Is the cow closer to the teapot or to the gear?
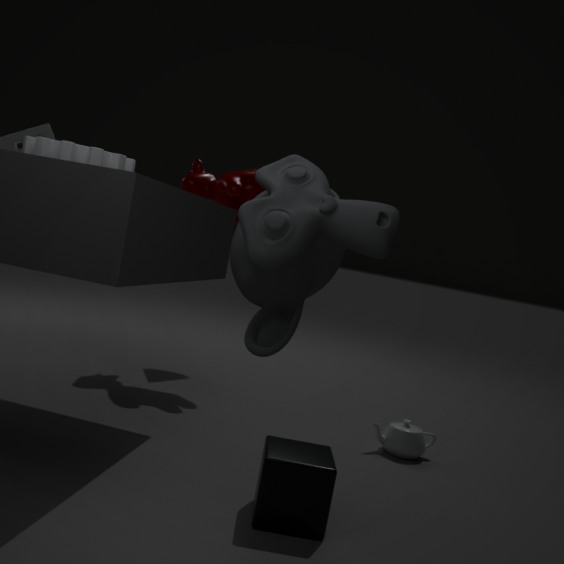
the gear
